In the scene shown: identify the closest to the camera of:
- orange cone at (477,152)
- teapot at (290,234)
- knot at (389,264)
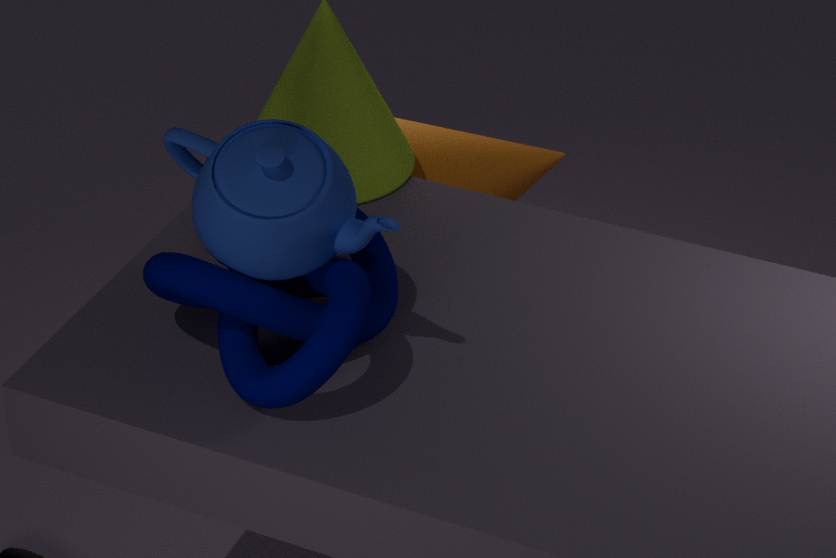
knot at (389,264)
